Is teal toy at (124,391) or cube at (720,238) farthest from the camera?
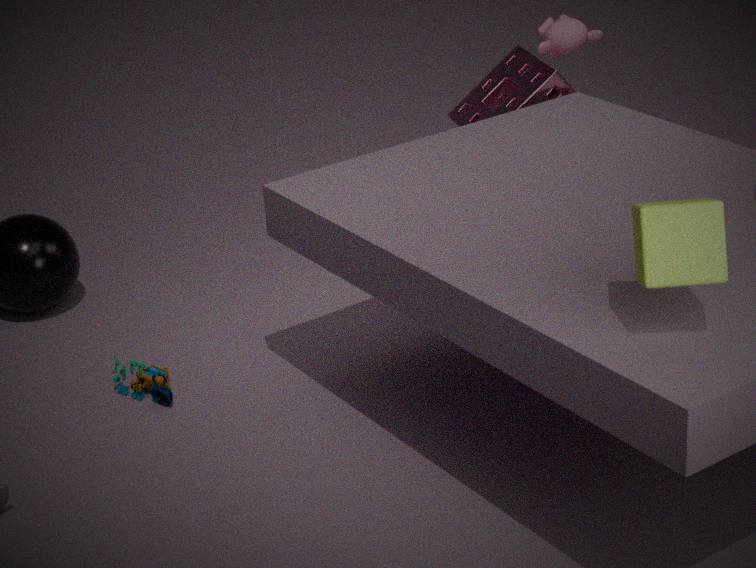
teal toy at (124,391)
